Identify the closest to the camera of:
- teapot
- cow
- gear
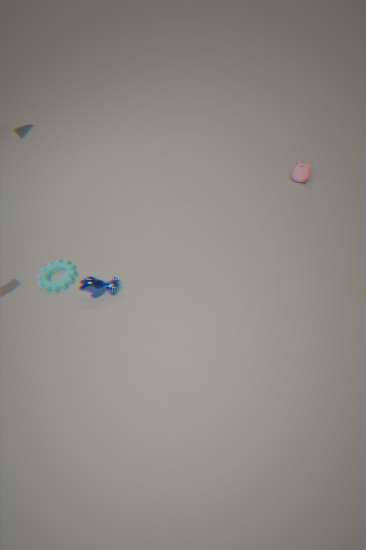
cow
